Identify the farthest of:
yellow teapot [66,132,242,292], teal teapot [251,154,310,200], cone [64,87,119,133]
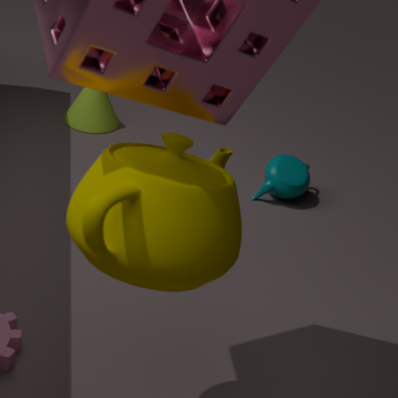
cone [64,87,119,133]
